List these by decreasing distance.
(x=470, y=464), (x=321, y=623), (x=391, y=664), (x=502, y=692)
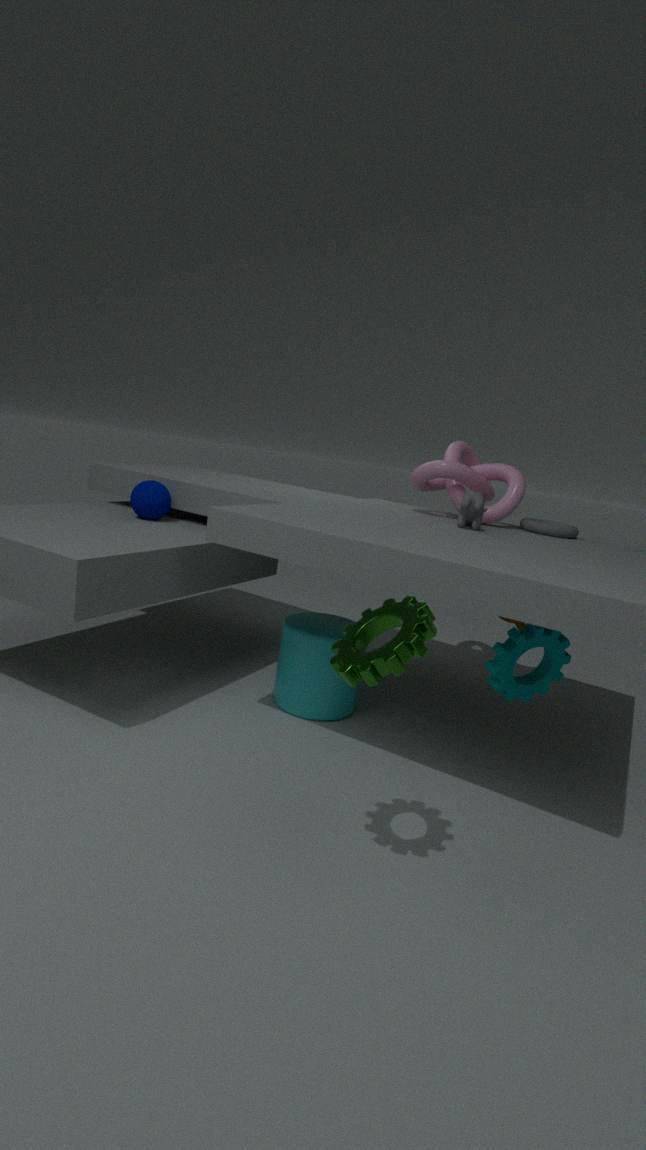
(x=470, y=464)
(x=321, y=623)
(x=502, y=692)
(x=391, y=664)
